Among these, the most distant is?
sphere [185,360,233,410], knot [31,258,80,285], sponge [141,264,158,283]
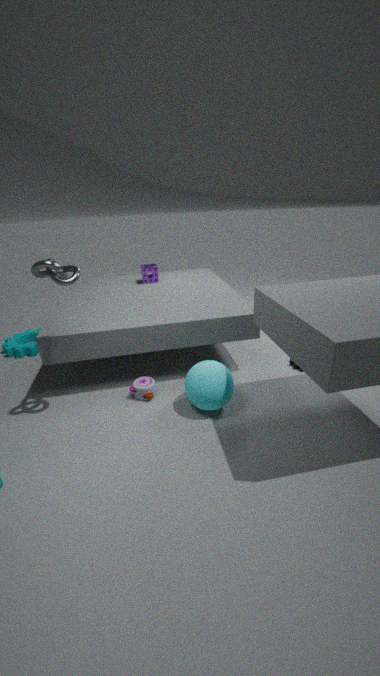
sponge [141,264,158,283]
